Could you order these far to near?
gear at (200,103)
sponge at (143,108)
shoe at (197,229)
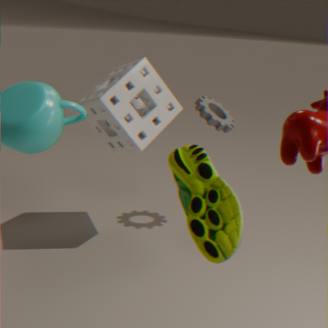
gear at (200,103) < sponge at (143,108) < shoe at (197,229)
